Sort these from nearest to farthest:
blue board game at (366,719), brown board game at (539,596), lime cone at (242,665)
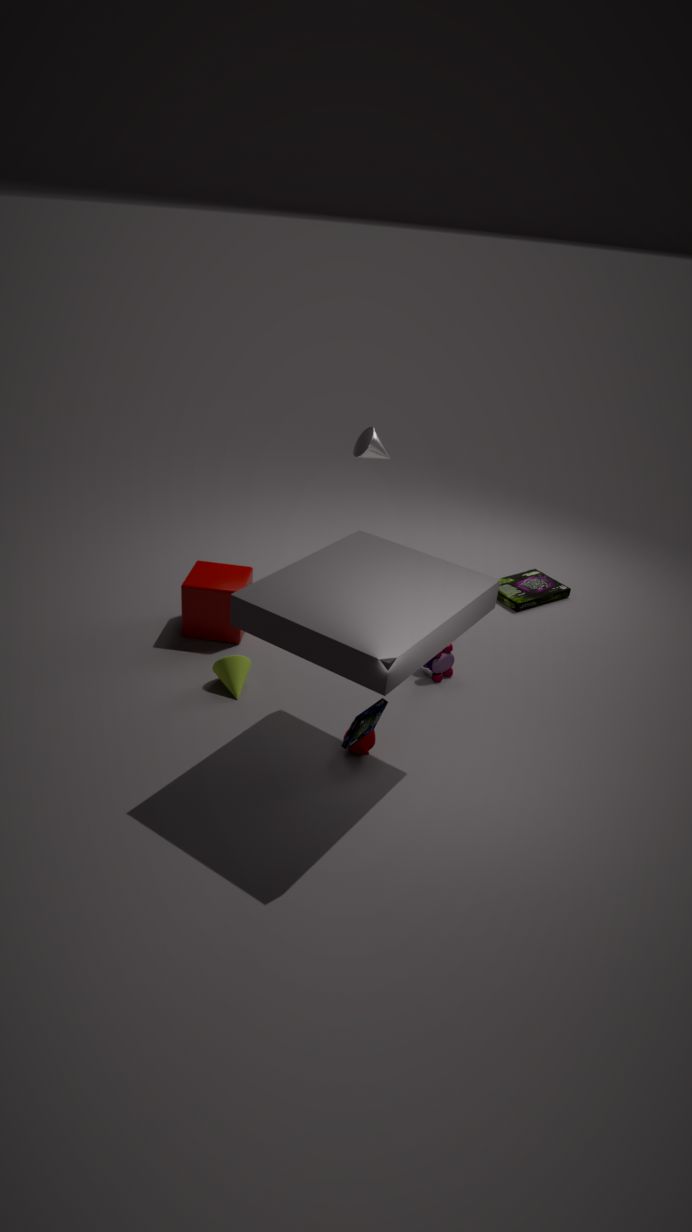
1. blue board game at (366,719)
2. lime cone at (242,665)
3. brown board game at (539,596)
